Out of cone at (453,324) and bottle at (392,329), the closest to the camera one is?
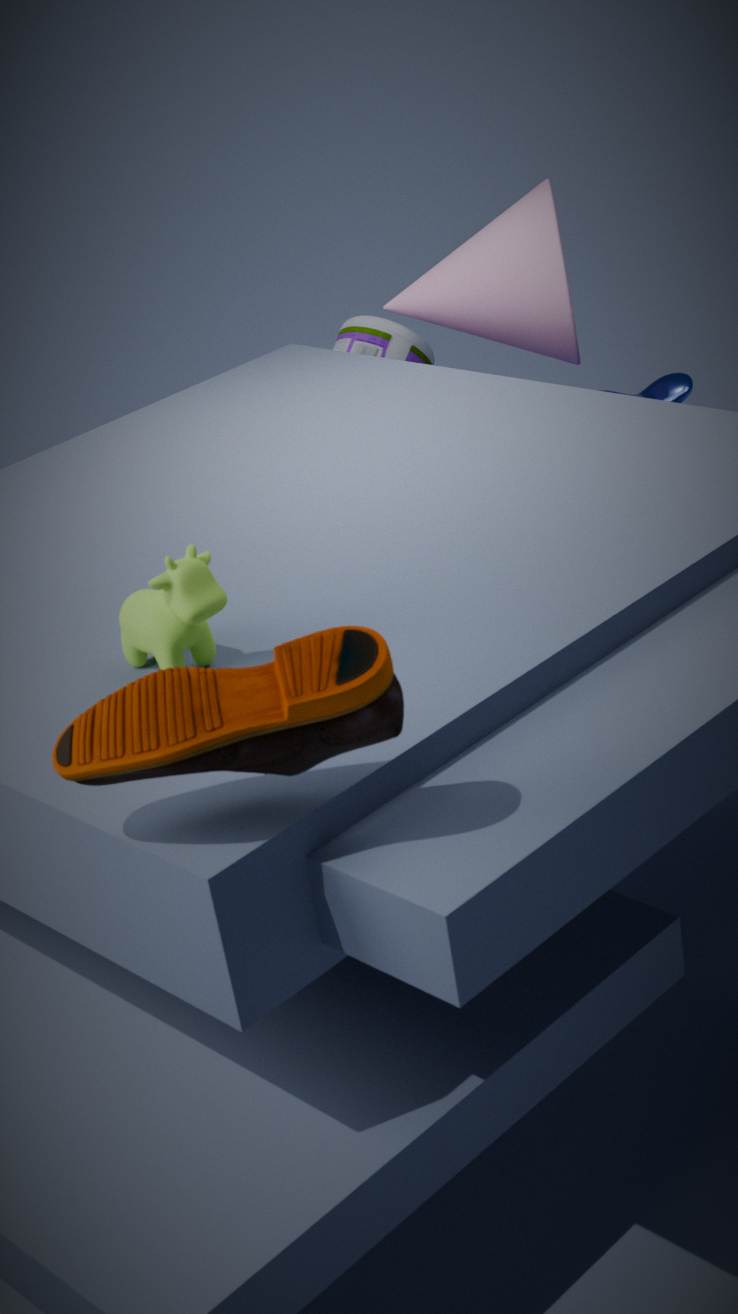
cone at (453,324)
